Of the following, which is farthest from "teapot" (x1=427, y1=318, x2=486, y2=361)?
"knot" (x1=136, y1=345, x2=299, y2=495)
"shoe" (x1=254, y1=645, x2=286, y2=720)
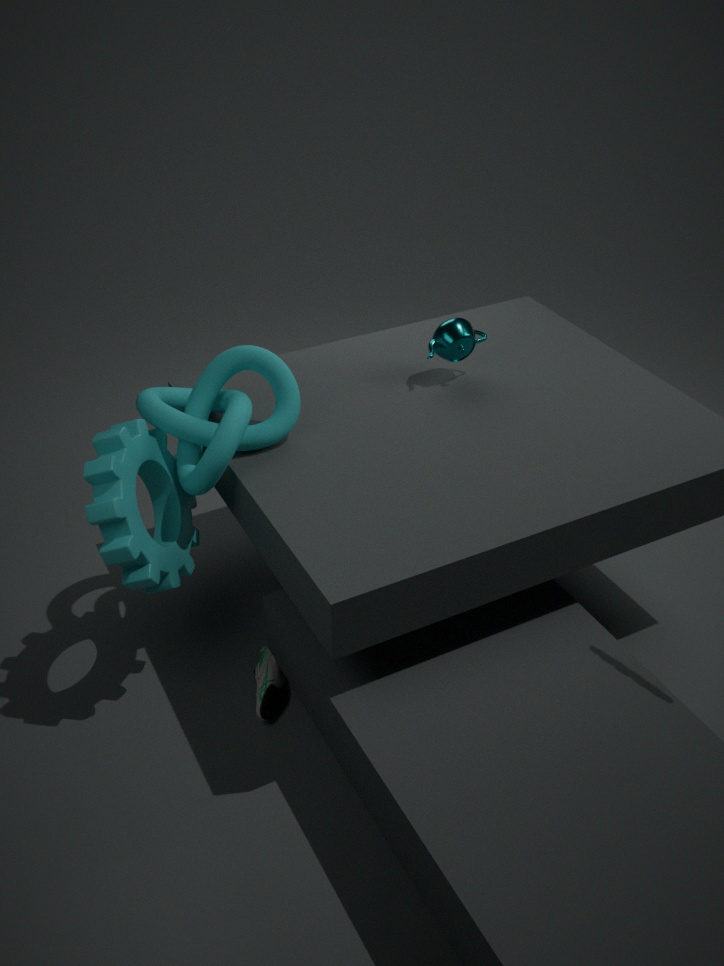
"shoe" (x1=254, y1=645, x2=286, y2=720)
